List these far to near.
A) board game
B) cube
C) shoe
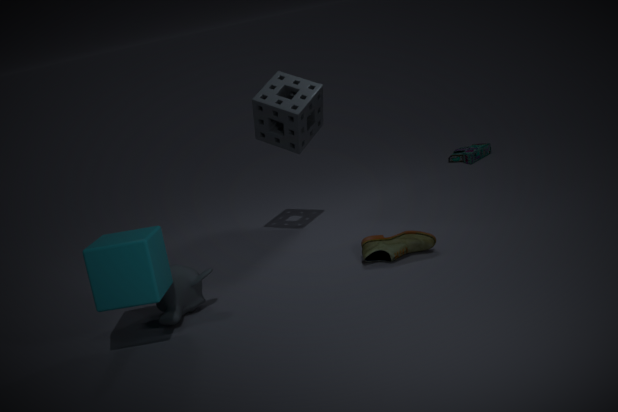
board game → shoe → cube
